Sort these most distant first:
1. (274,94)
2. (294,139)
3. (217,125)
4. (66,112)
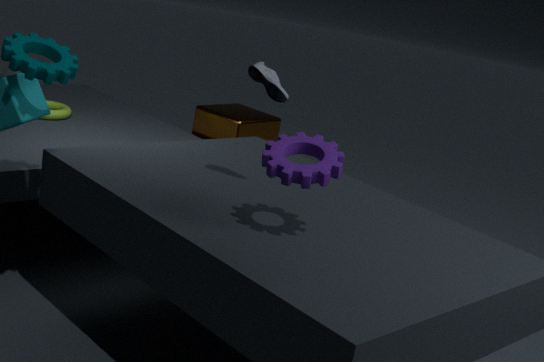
1. (217,125)
2. (66,112)
3. (274,94)
4. (294,139)
